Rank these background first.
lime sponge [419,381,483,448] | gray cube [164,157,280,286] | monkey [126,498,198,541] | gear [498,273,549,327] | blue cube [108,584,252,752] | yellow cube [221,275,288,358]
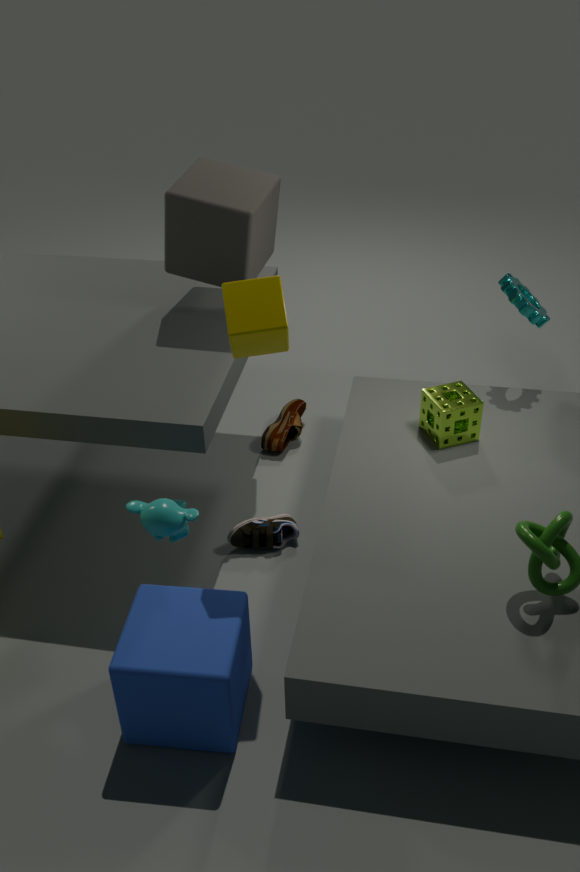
gear [498,273,549,327]
lime sponge [419,381,483,448]
gray cube [164,157,280,286]
monkey [126,498,198,541]
yellow cube [221,275,288,358]
blue cube [108,584,252,752]
